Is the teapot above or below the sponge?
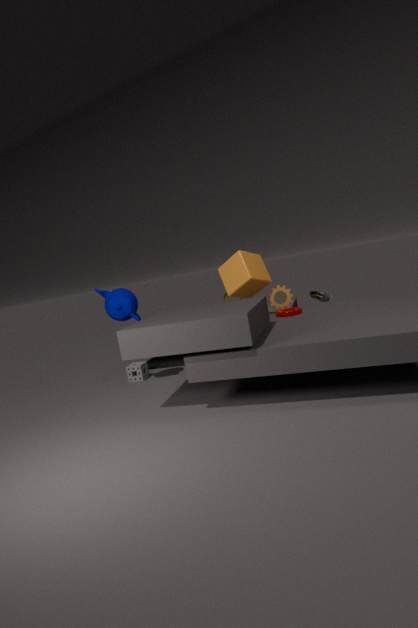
above
